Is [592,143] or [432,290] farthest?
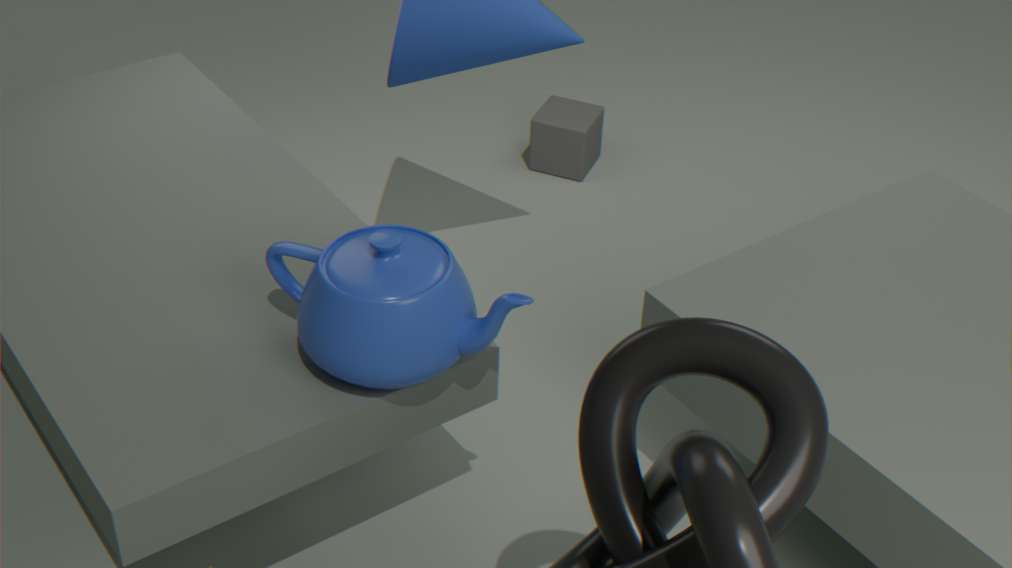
[592,143]
